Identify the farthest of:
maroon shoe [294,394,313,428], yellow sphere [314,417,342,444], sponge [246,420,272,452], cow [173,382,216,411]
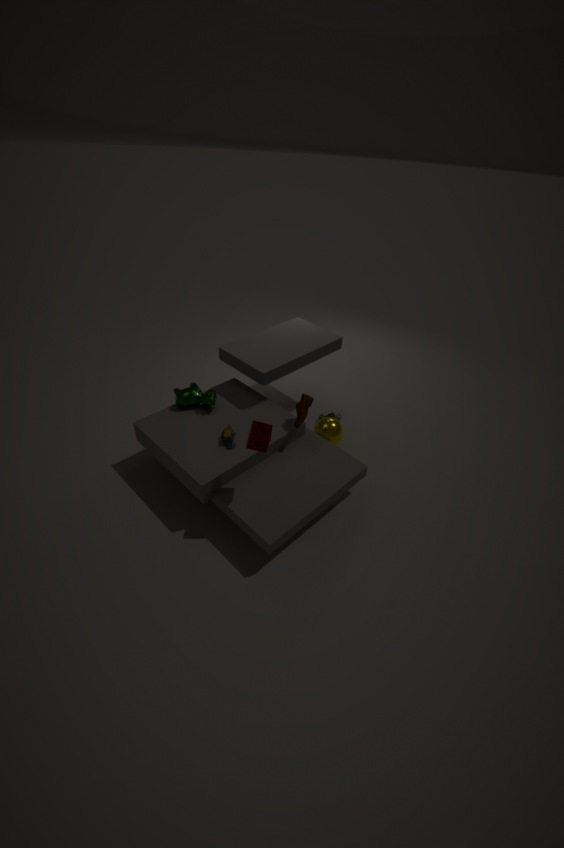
yellow sphere [314,417,342,444]
